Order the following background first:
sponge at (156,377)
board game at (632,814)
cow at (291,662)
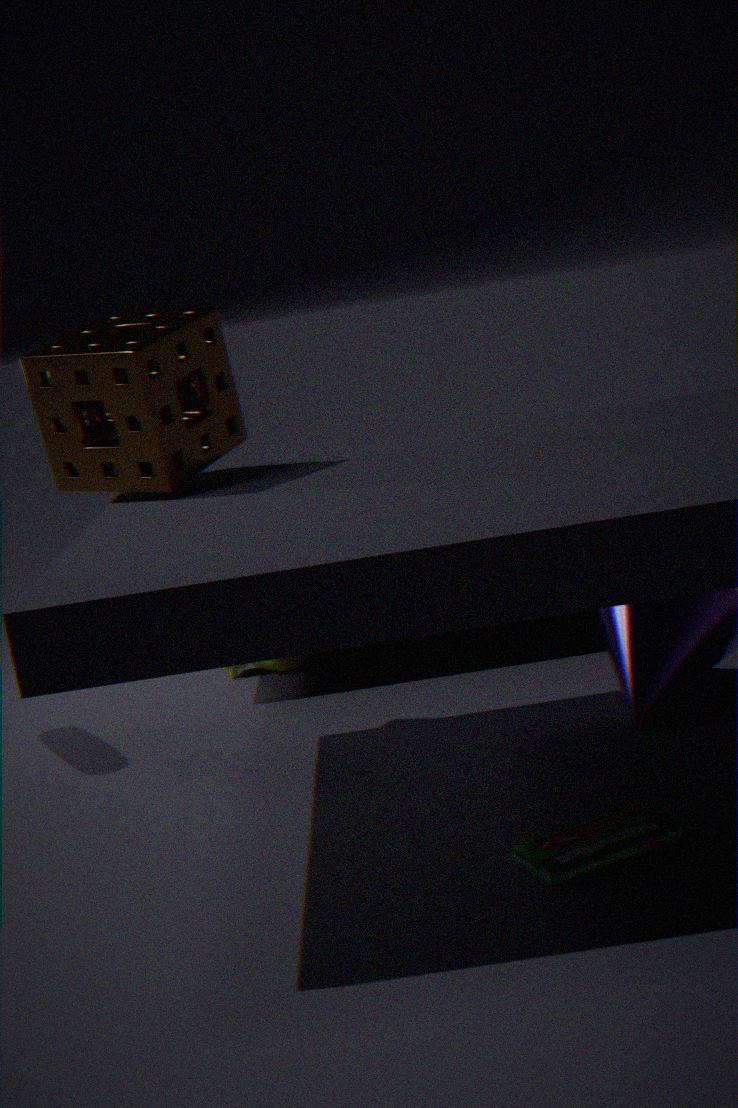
1. cow at (291,662)
2. sponge at (156,377)
3. board game at (632,814)
